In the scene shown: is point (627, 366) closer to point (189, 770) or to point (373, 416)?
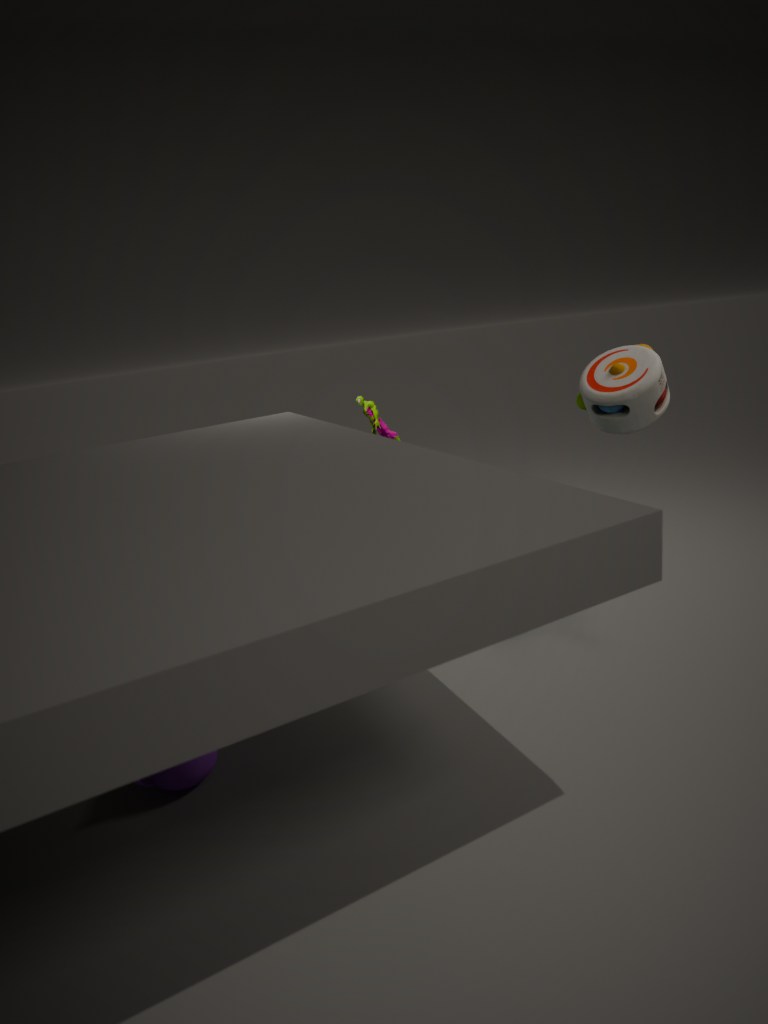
point (373, 416)
